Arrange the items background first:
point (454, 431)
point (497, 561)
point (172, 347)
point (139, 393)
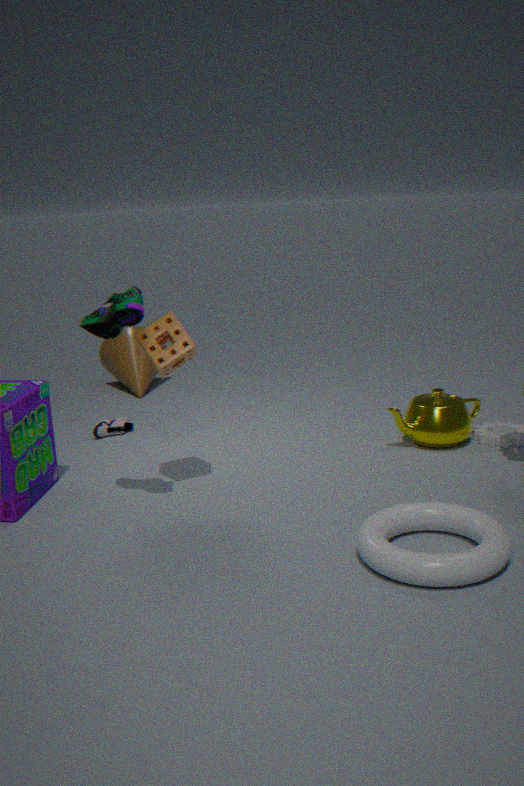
point (139, 393), point (454, 431), point (172, 347), point (497, 561)
